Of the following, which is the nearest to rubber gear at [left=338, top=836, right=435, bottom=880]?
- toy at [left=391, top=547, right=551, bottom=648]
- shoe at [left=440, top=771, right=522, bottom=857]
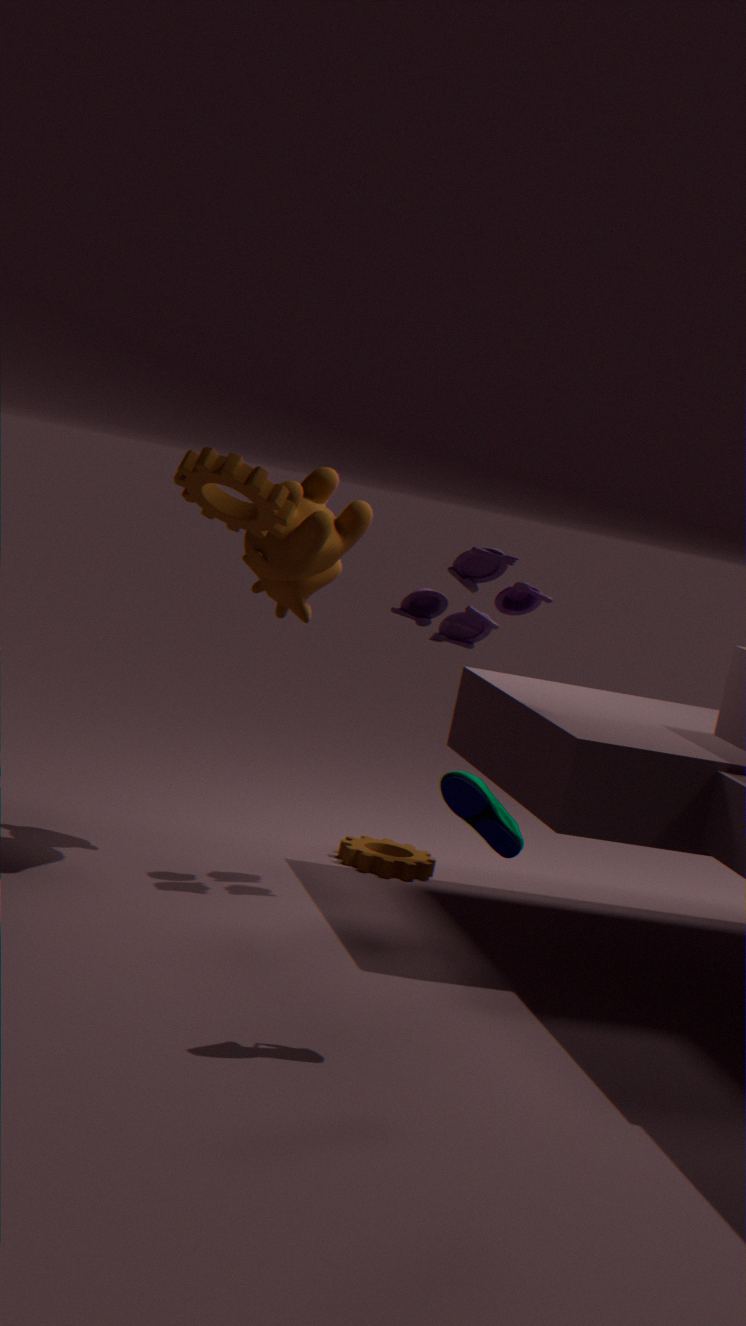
toy at [left=391, top=547, right=551, bottom=648]
